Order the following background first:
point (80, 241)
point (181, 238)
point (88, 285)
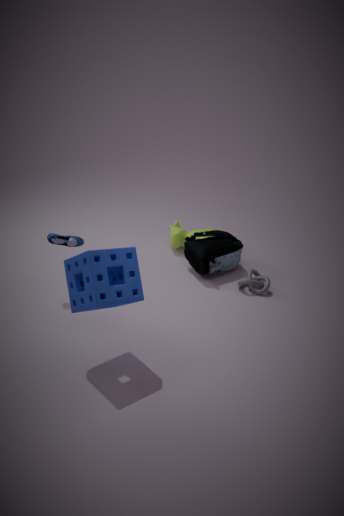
1. point (181, 238)
2. point (80, 241)
3. point (88, 285)
